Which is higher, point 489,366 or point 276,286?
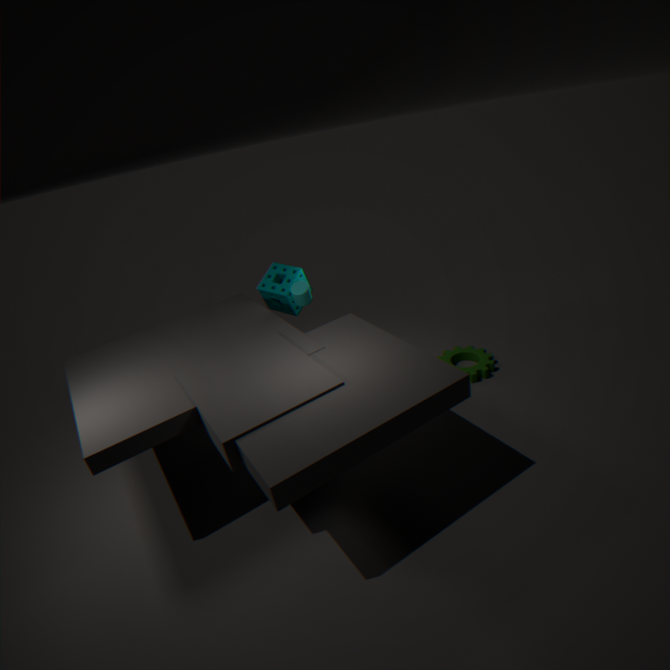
point 276,286
